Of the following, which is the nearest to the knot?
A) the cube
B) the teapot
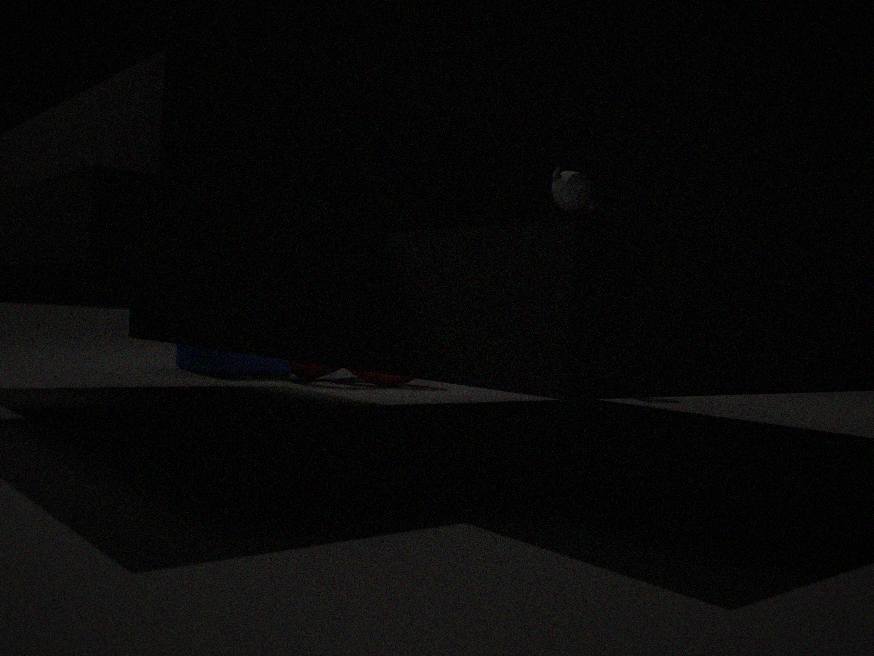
the cube
